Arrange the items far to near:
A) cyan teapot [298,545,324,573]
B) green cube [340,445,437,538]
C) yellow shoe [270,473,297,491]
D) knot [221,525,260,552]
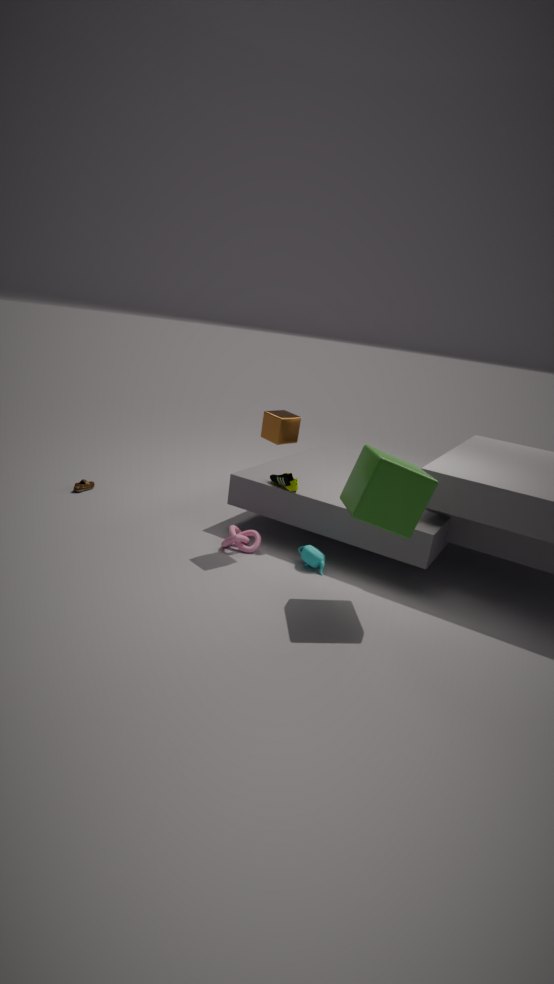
yellow shoe [270,473,297,491] → knot [221,525,260,552] → cyan teapot [298,545,324,573] → green cube [340,445,437,538]
